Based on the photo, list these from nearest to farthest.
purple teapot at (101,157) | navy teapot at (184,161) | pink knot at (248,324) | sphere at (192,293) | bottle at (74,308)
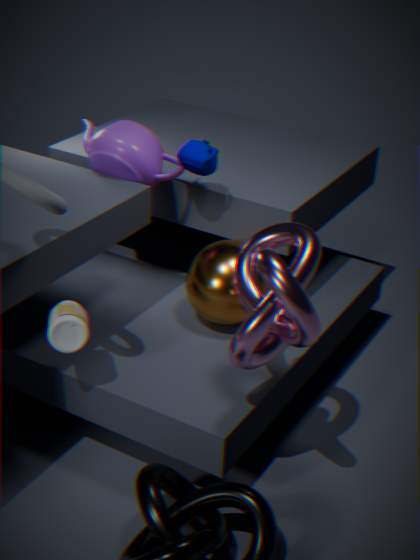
pink knot at (248,324)
bottle at (74,308)
sphere at (192,293)
navy teapot at (184,161)
purple teapot at (101,157)
